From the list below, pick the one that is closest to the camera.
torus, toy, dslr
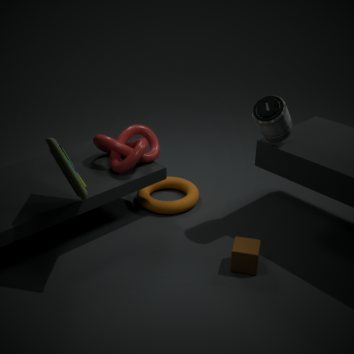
toy
